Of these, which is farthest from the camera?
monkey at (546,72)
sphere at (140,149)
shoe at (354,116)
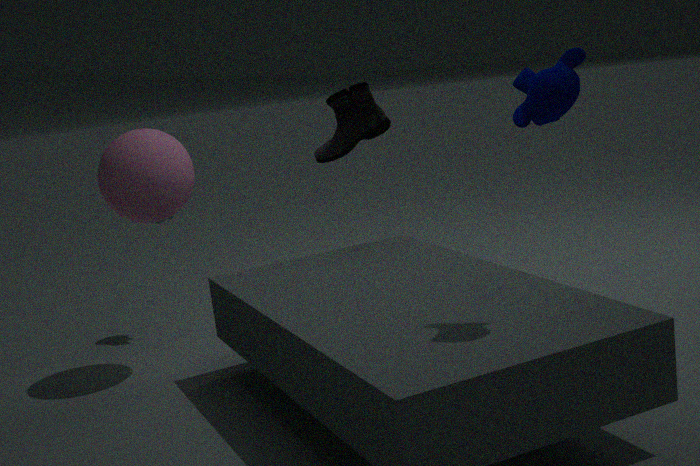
shoe at (354,116)
